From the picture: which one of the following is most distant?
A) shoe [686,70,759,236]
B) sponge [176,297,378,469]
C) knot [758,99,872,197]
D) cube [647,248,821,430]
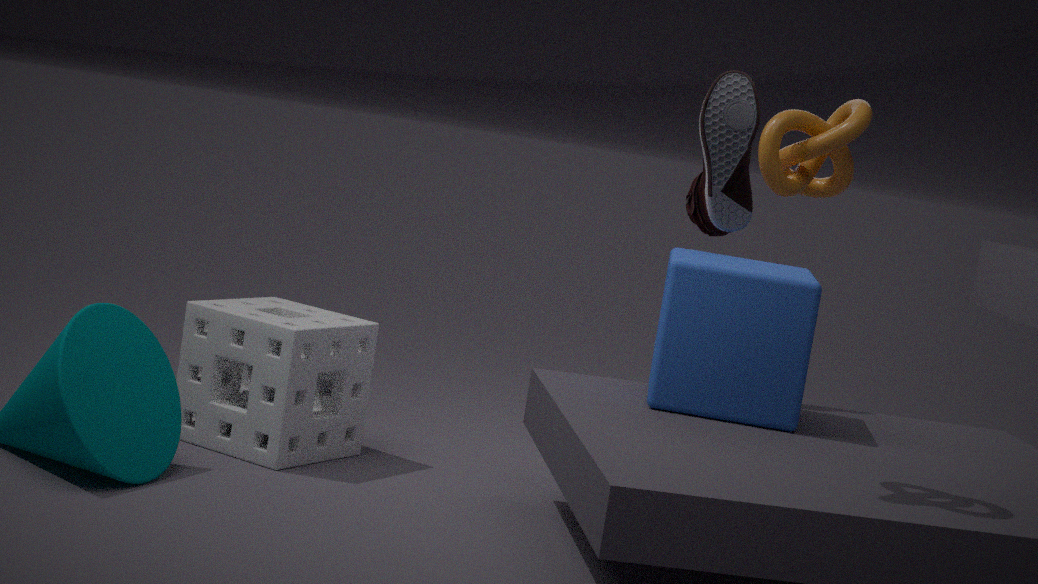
shoe [686,70,759,236]
